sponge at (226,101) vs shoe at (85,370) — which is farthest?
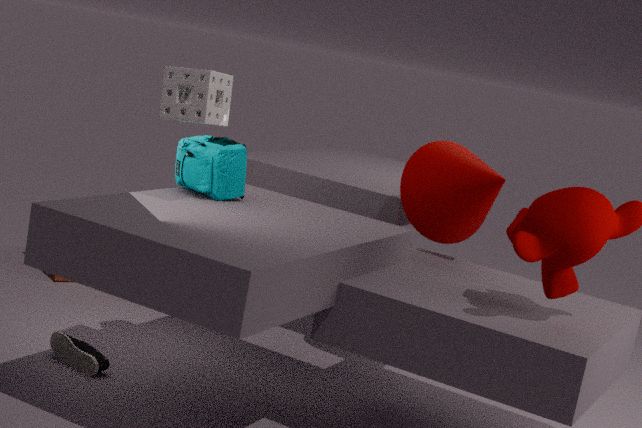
shoe at (85,370)
